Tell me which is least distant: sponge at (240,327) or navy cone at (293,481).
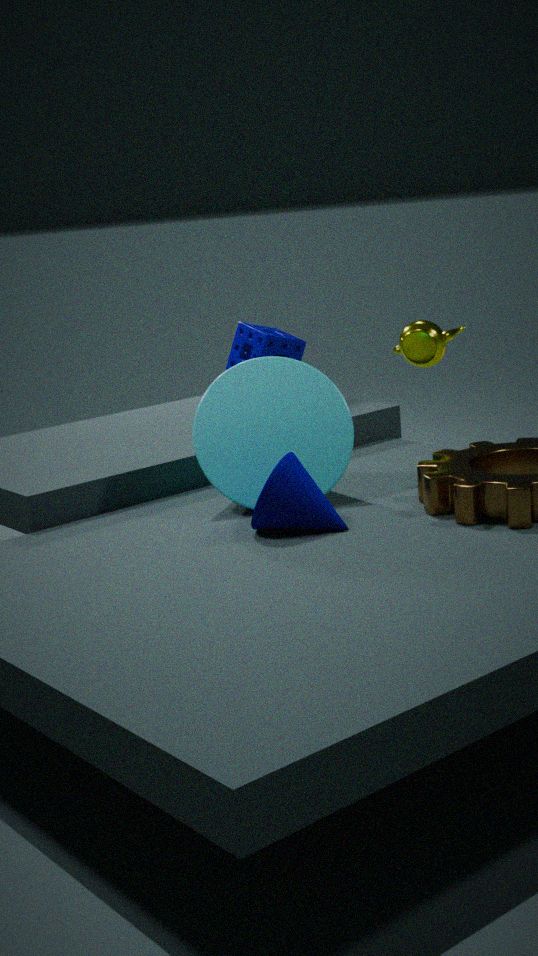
navy cone at (293,481)
